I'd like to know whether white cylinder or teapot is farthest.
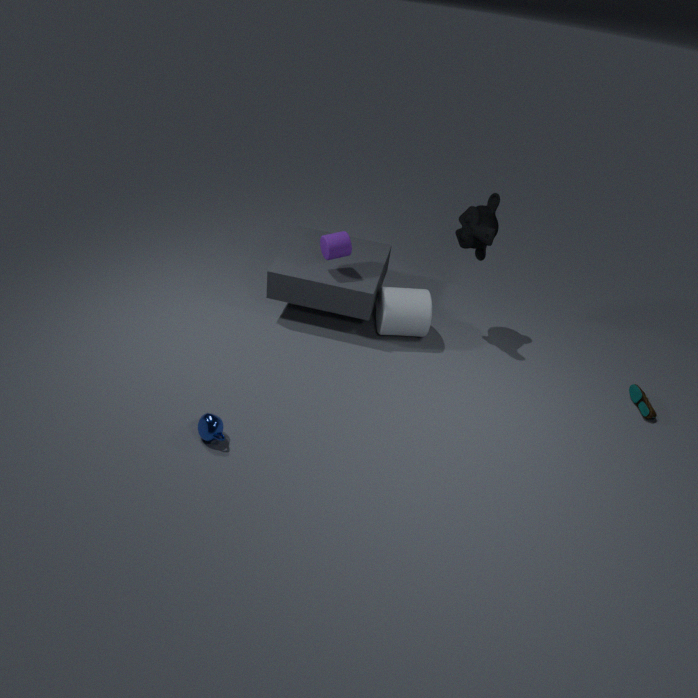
white cylinder
